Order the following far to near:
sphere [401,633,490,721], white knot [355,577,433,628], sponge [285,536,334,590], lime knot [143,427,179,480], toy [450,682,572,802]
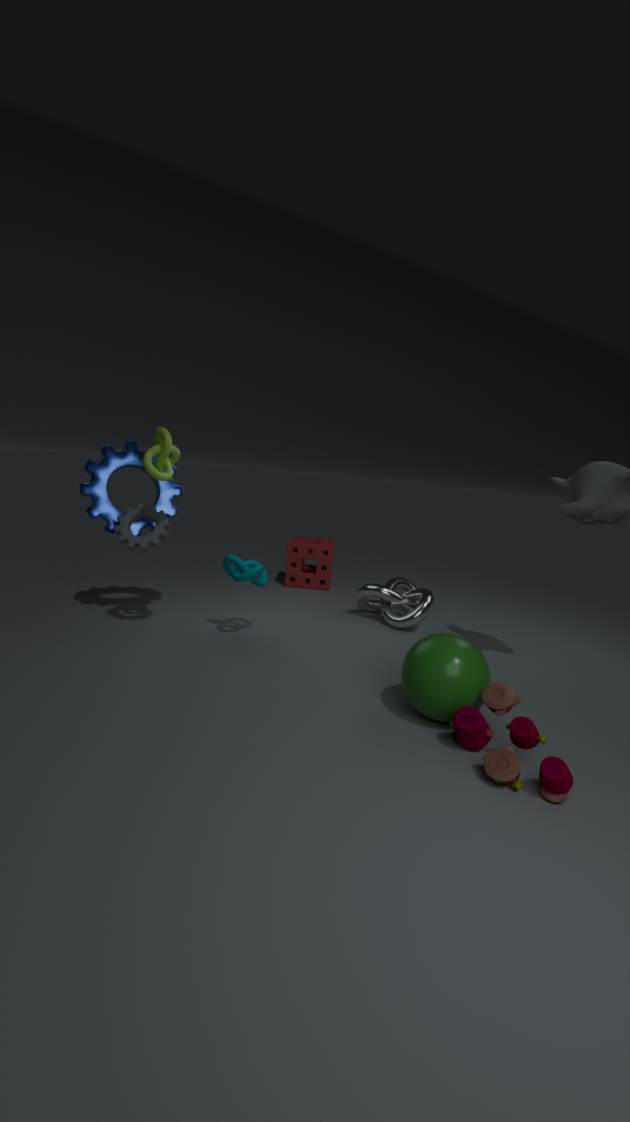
sponge [285,536,334,590] < white knot [355,577,433,628] < lime knot [143,427,179,480] < sphere [401,633,490,721] < toy [450,682,572,802]
